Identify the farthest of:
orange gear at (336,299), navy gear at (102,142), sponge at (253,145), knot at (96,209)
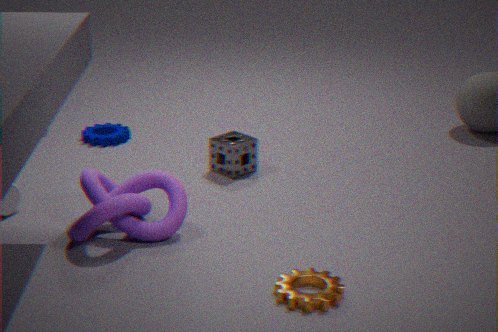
navy gear at (102,142)
